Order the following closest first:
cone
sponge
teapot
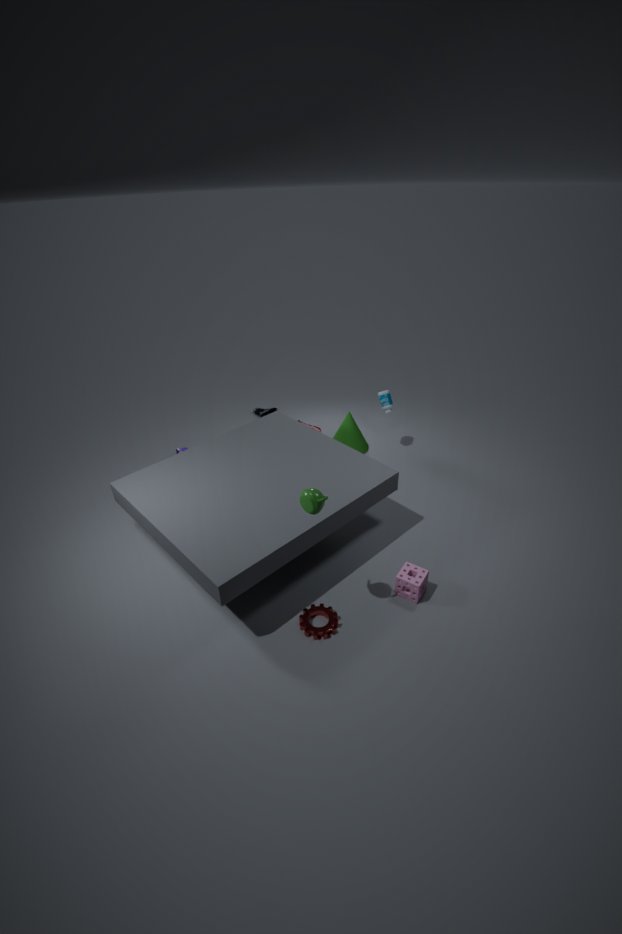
1. teapot
2. sponge
3. cone
